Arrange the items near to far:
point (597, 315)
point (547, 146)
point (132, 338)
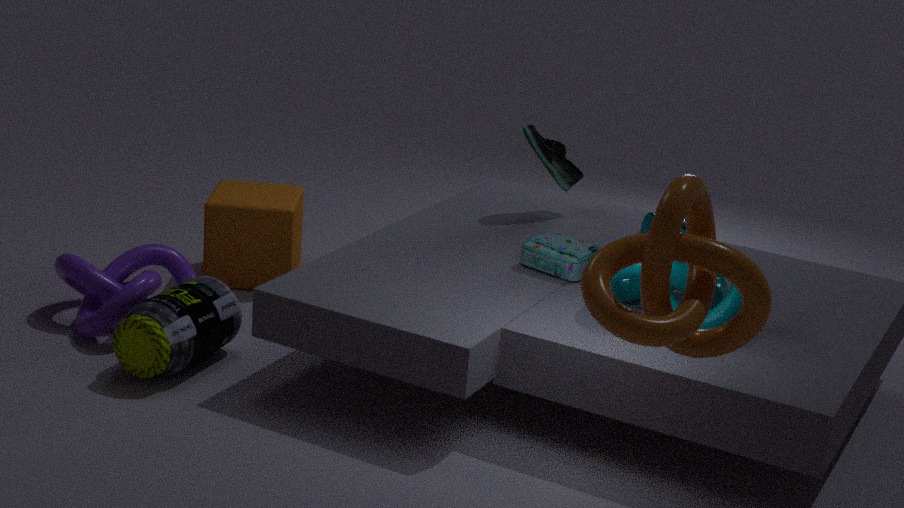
1. point (597, 315)
2. point (132, 338)
3. point (547, 146)
